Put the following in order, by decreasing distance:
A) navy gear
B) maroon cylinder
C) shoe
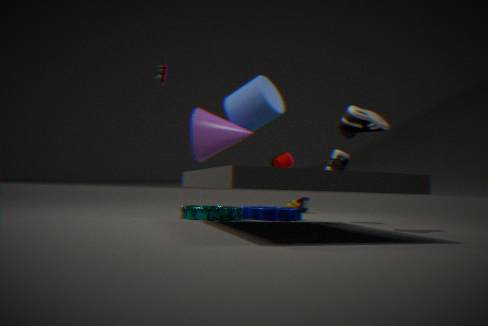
1. maroon cylinder
2. navy gear
3. shoe
